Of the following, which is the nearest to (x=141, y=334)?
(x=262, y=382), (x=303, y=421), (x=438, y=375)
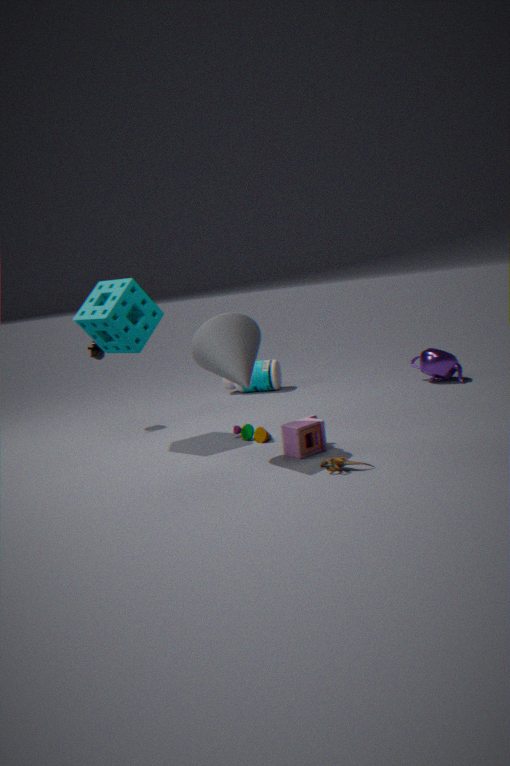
(x=303, y=421)
